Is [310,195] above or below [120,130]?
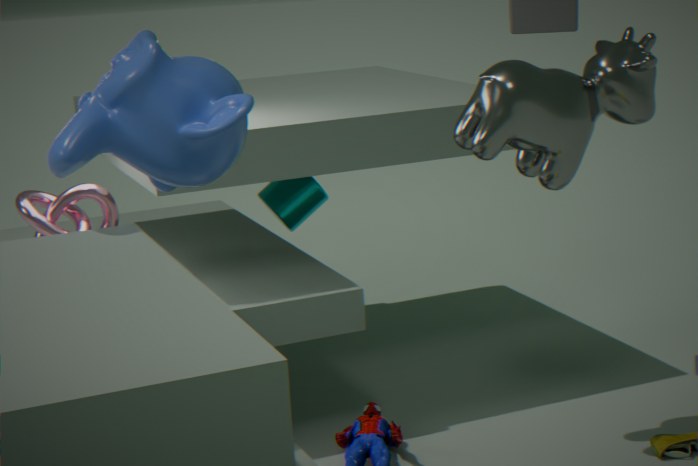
below
